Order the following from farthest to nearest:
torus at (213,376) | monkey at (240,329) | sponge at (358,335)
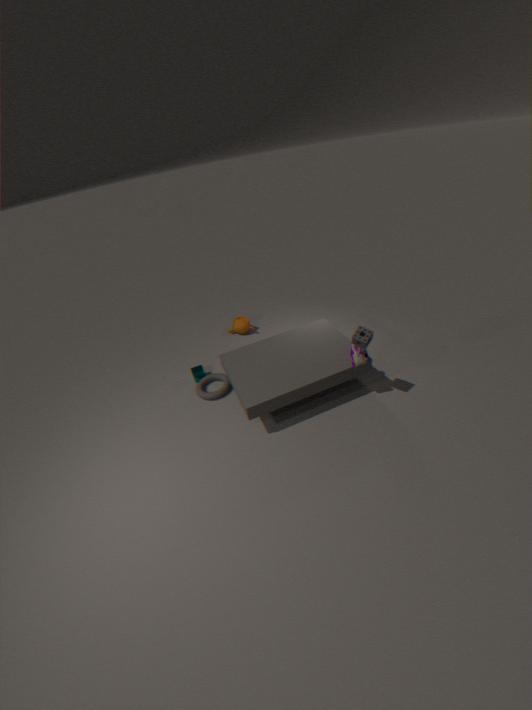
monkey at (240,329)
torus at (213,376)
sponge at (358,335)
